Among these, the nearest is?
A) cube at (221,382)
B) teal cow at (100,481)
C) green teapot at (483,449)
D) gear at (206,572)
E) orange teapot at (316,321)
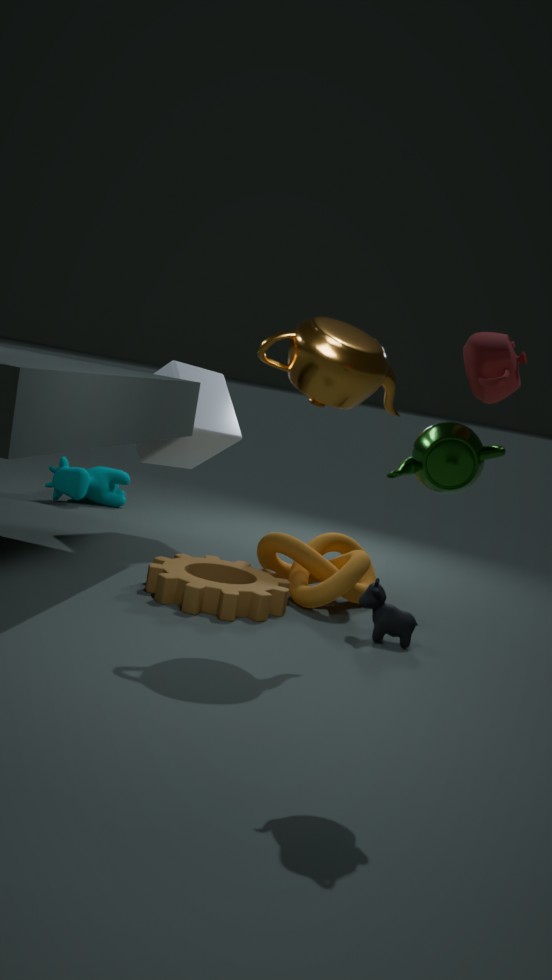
green teapot at (483,449)
